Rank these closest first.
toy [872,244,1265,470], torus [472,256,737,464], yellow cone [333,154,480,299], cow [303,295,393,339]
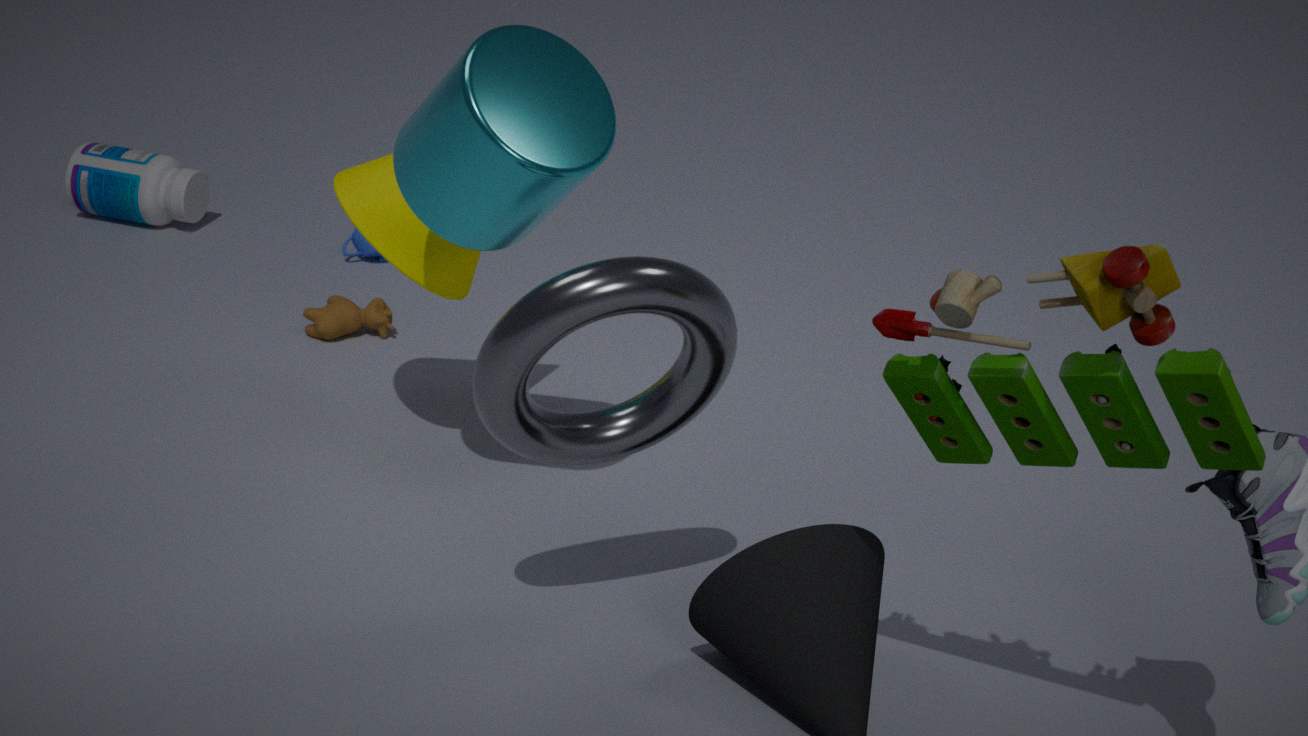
toy [872,244,1265,470], torus [472,256,737,464], yellow cone [333,154,480,299], cow [303,295,393,339]
